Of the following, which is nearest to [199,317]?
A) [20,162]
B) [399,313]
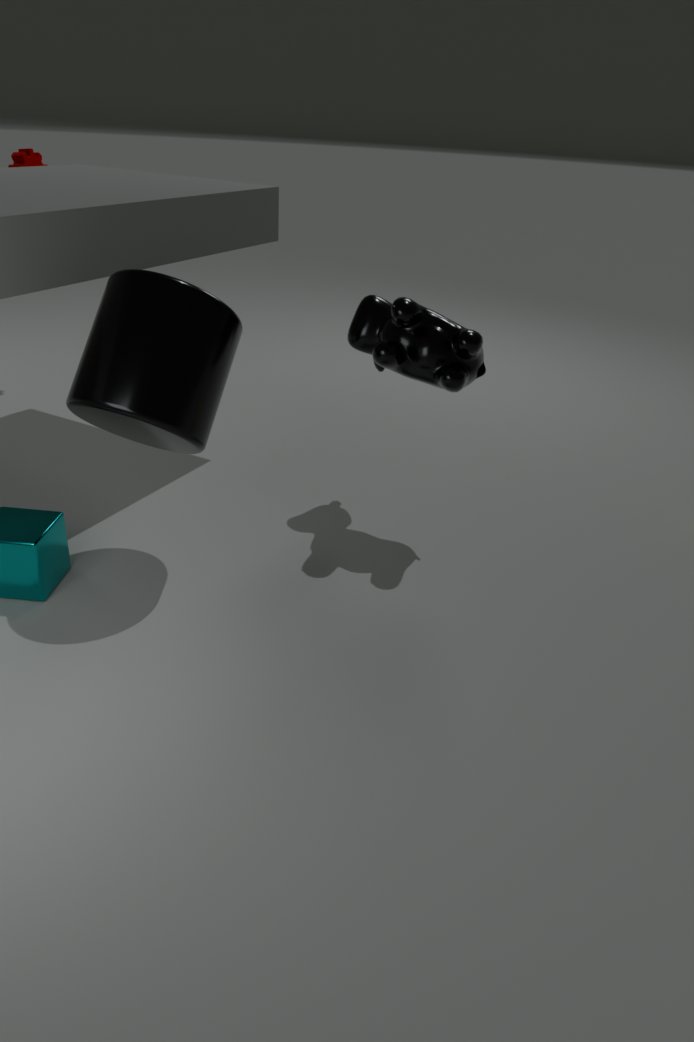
[399,313]
